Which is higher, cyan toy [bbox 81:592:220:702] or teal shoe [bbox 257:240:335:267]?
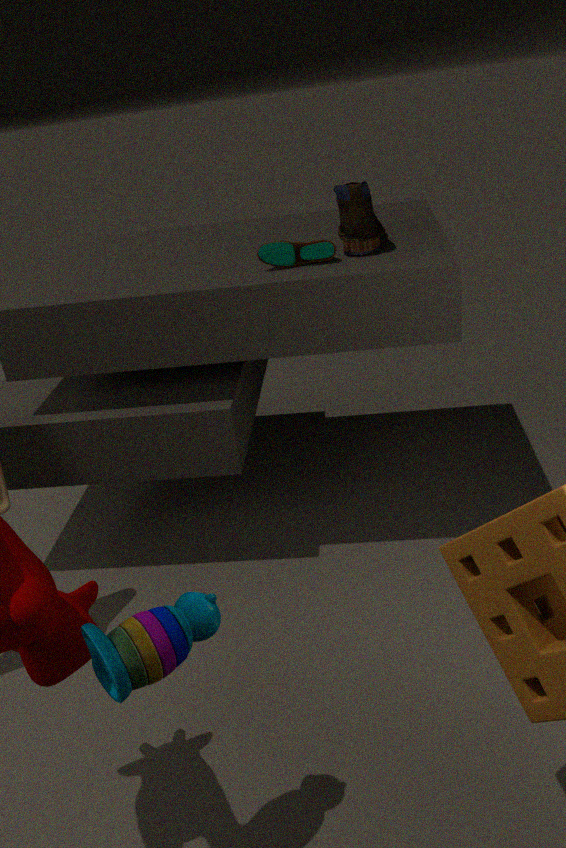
teal shoe [bbox 257:240:335:267]
